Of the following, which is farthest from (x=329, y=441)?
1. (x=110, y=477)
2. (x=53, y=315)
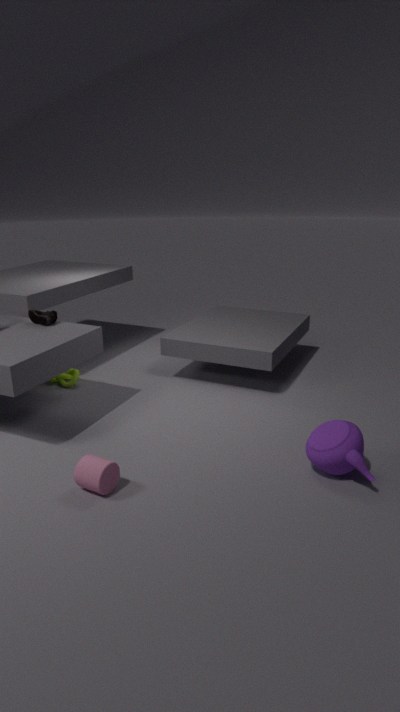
(x=53, y=315)
